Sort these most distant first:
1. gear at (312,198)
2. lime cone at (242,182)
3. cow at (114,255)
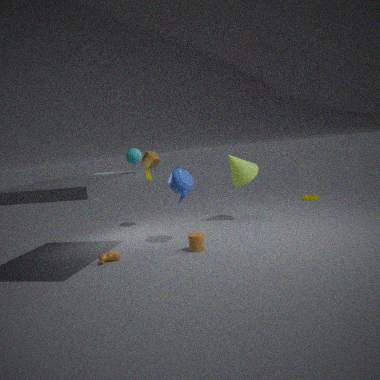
gear at (312,198), lime cone at (242,182), cow at (114,255)
